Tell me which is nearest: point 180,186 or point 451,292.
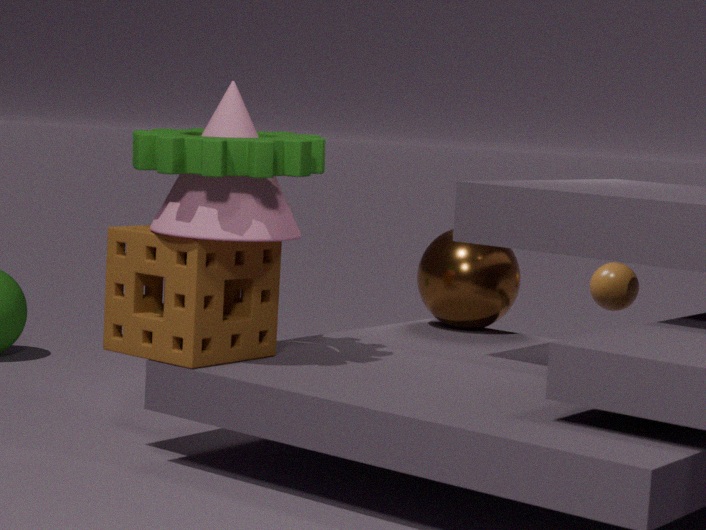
point 180,186
